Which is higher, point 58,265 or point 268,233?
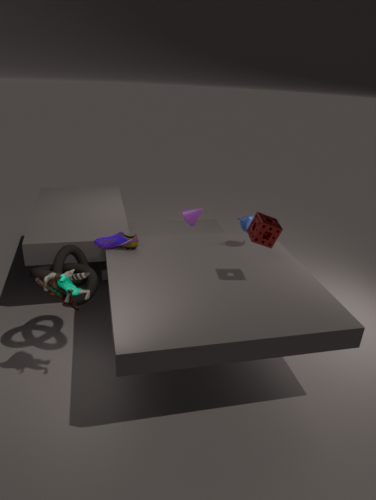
point 268,233
